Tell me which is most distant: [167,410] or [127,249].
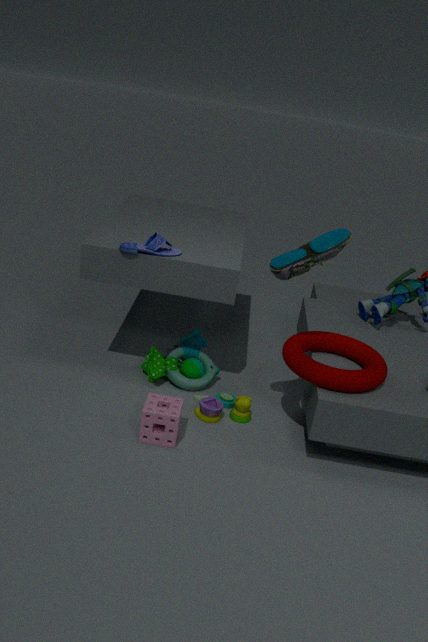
[127,249]
